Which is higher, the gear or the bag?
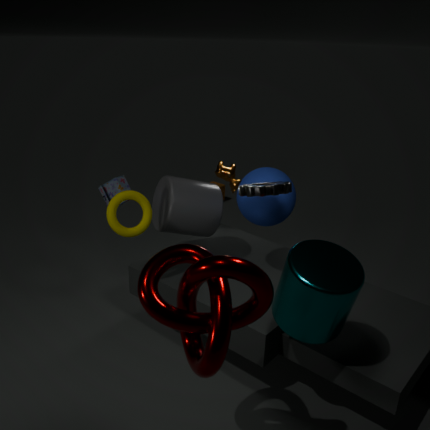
the gear
